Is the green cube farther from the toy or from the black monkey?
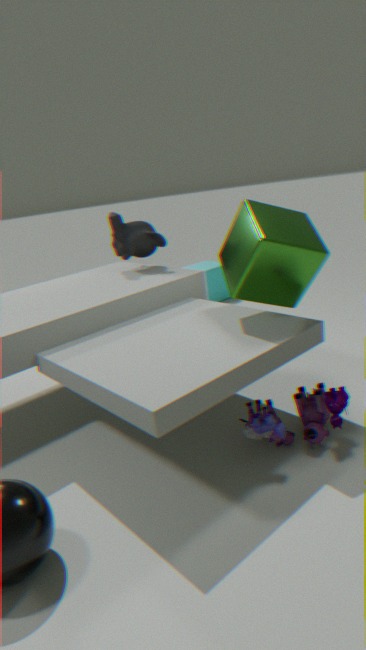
the black monkey
